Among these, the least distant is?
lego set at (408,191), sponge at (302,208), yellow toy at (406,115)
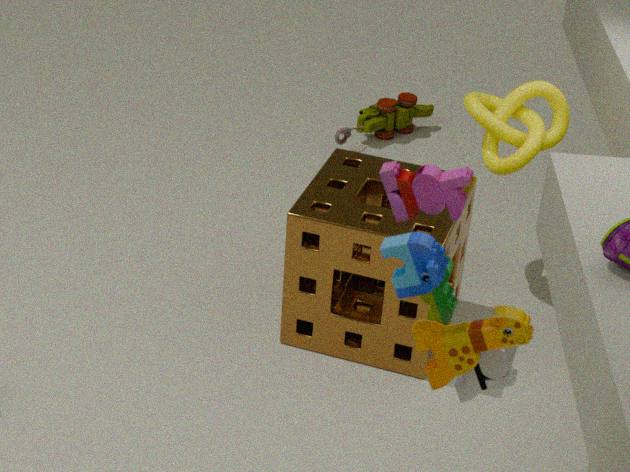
lego set at (408,191)
